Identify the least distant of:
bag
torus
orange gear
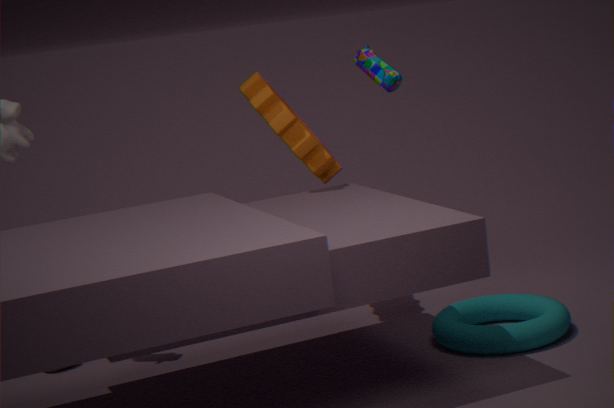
torus
